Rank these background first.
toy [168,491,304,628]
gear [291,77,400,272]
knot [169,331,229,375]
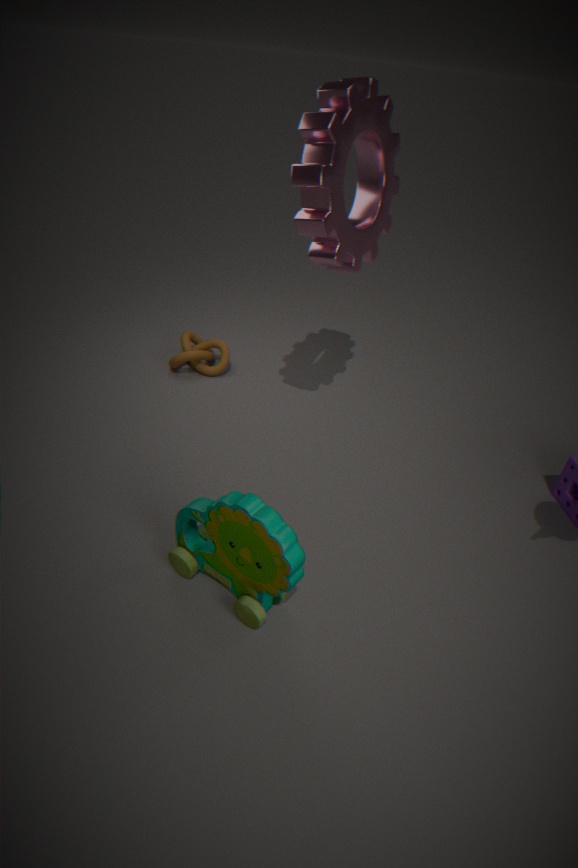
knot [169,331,229,375]
gear [291,77,400,272]
toy [168,491,304,628]
